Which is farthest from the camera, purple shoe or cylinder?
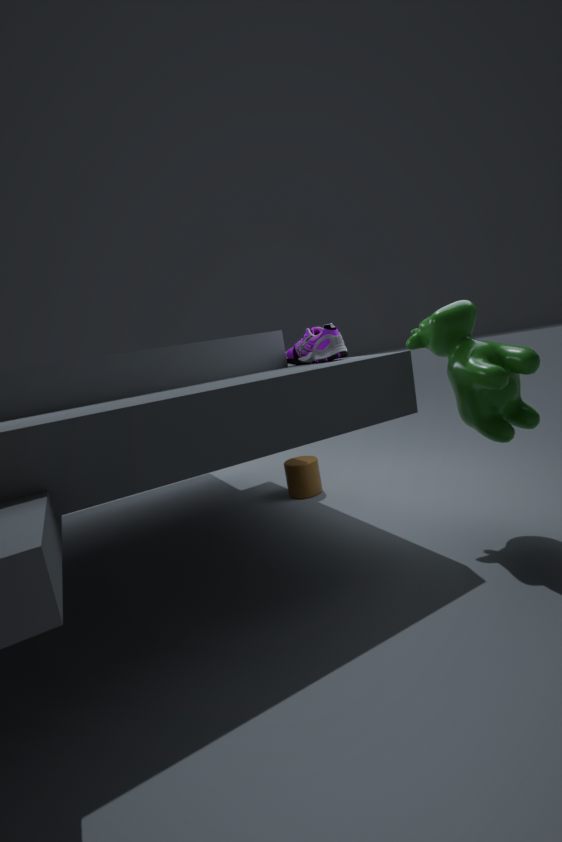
cylinder
